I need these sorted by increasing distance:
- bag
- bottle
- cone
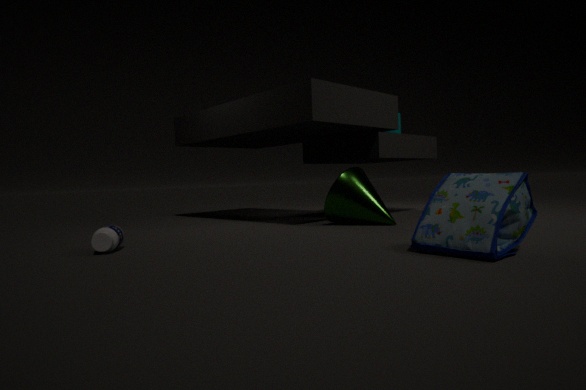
1. bag
2. bottle
3. cone
